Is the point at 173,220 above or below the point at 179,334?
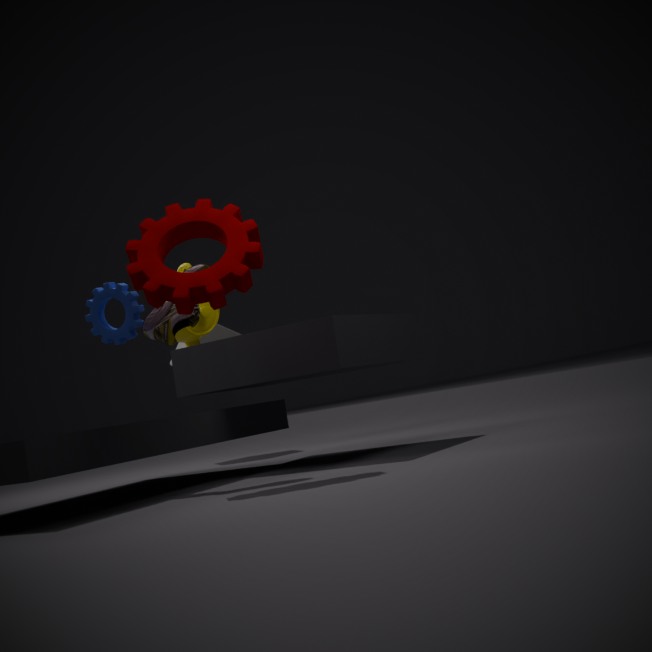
above
